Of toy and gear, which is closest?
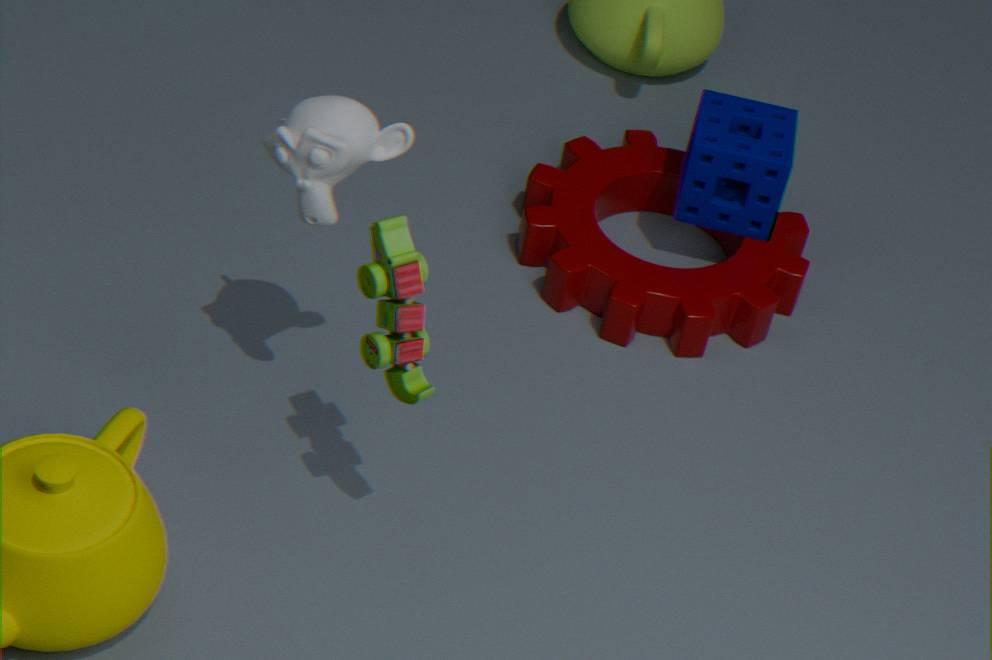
toy
